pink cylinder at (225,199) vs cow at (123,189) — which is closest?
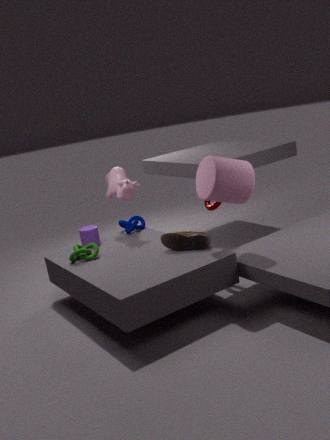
pink cylinder at (225,199)
